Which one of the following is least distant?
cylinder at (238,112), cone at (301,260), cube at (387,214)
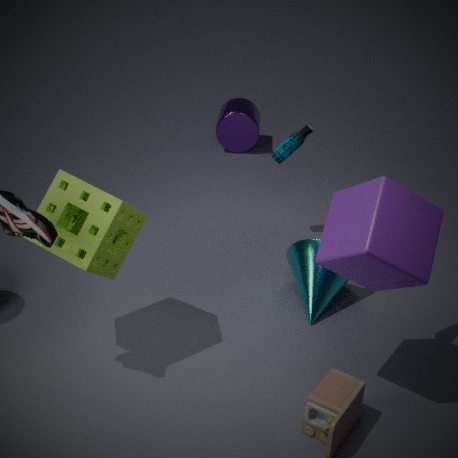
cube at (387,214)
